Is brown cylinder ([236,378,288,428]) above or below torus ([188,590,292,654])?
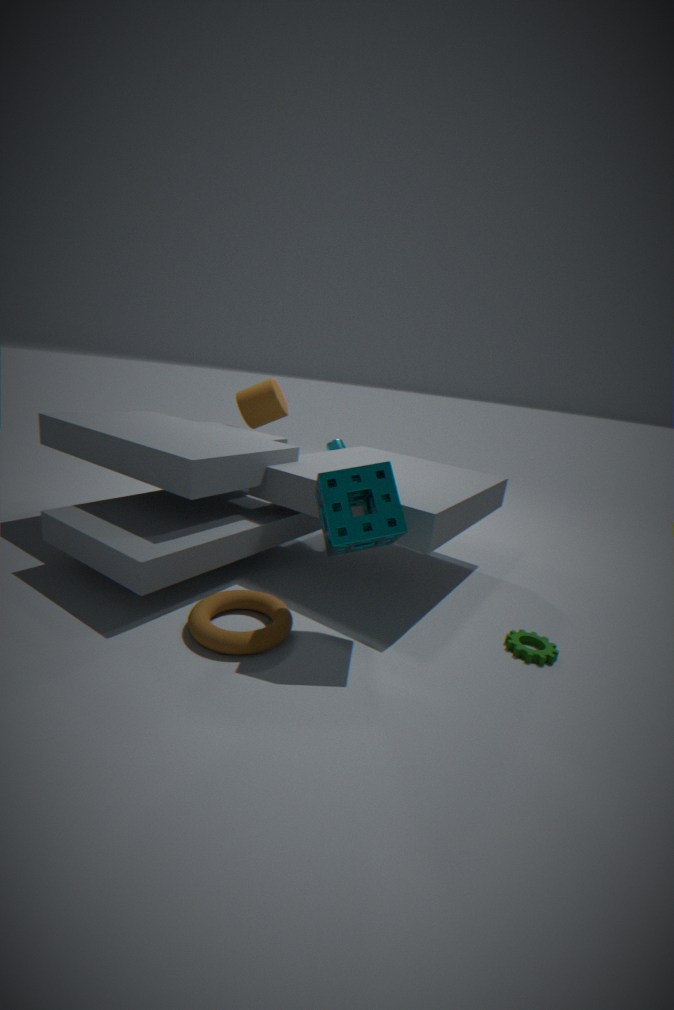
above
